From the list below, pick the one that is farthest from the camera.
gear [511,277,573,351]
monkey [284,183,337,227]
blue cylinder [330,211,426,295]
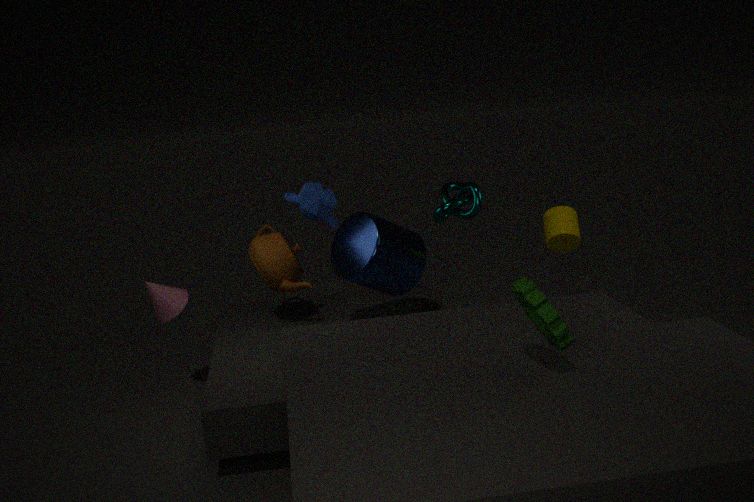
blue cylinder [330,211,426,295]
